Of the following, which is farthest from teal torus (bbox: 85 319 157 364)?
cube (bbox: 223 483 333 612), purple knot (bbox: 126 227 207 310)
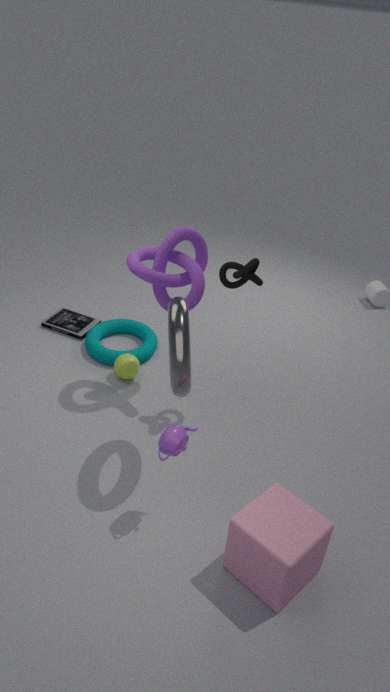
cube (bbox: 223 483 333 612)
